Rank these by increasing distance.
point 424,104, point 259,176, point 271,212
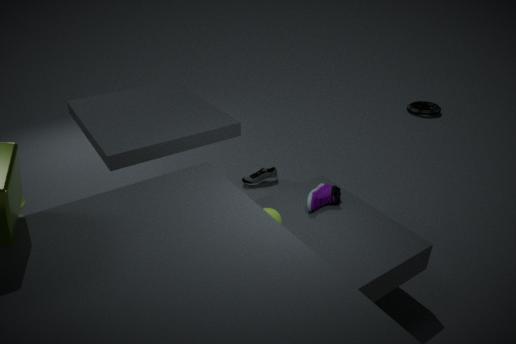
point 271,212 → point 259,176 → point 424,104
